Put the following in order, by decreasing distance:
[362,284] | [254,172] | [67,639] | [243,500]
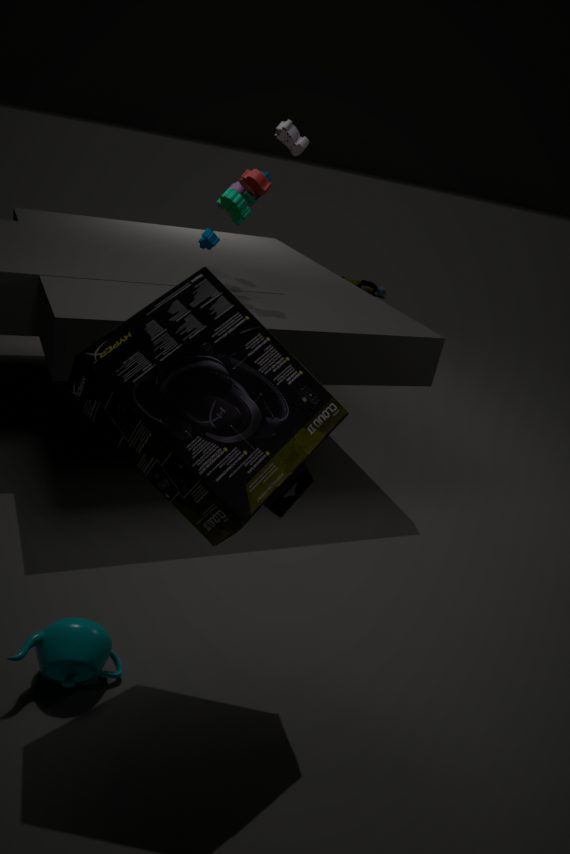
[362,284], [254,172], [67,639], [243,500]
